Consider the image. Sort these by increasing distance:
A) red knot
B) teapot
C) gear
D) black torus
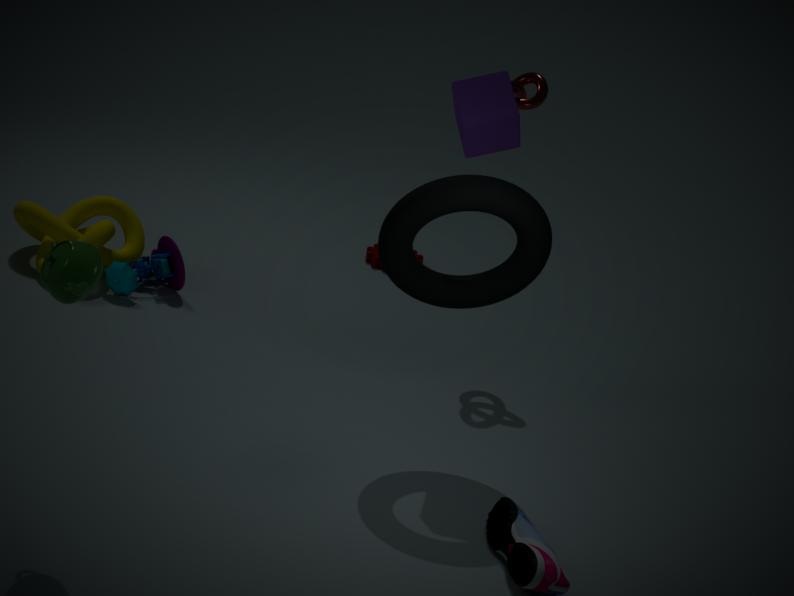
teapot
black torus
red knot
gear
